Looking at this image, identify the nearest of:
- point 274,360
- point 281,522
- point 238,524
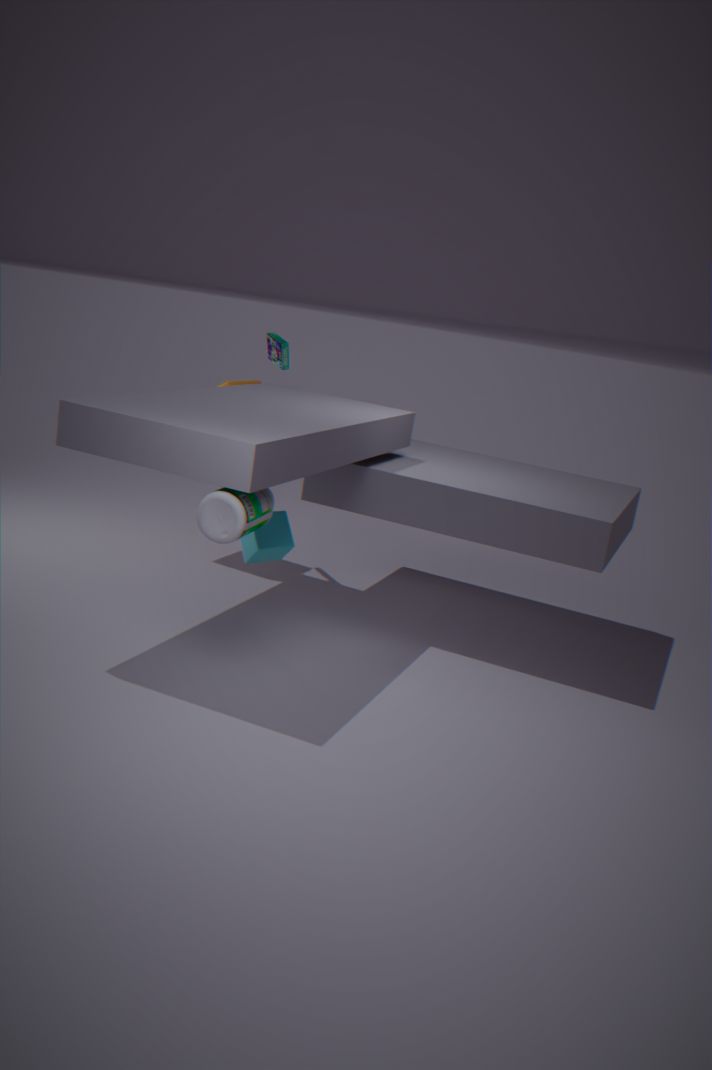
point 238,524
